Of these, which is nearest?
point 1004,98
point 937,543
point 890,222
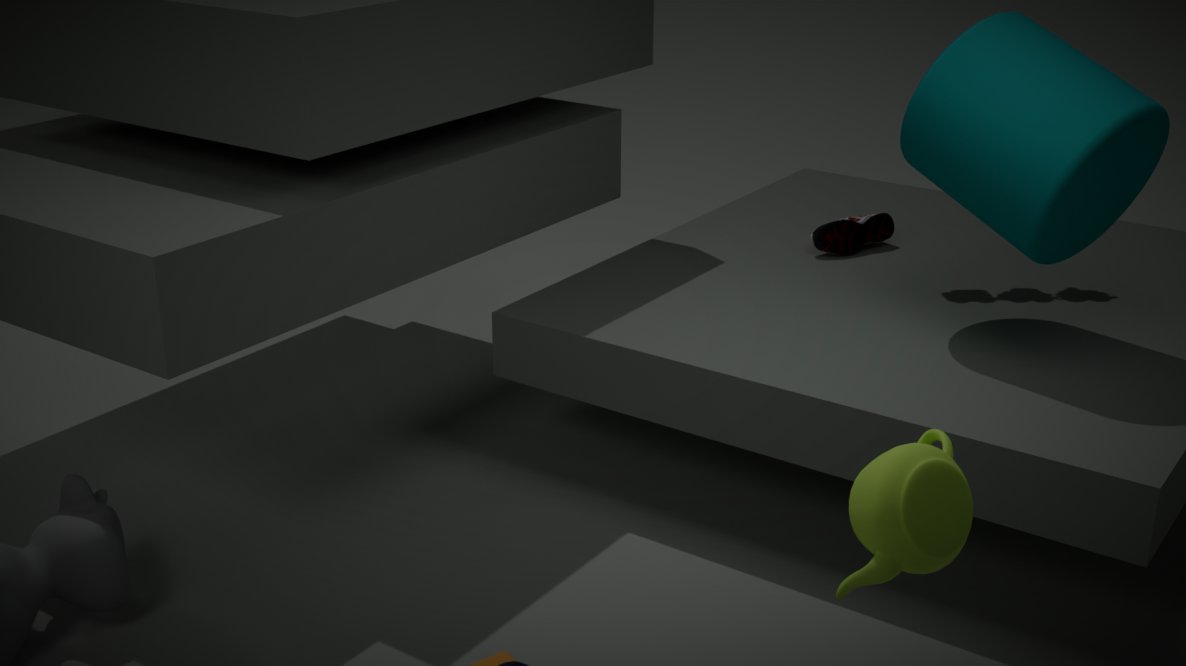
point 937,543
